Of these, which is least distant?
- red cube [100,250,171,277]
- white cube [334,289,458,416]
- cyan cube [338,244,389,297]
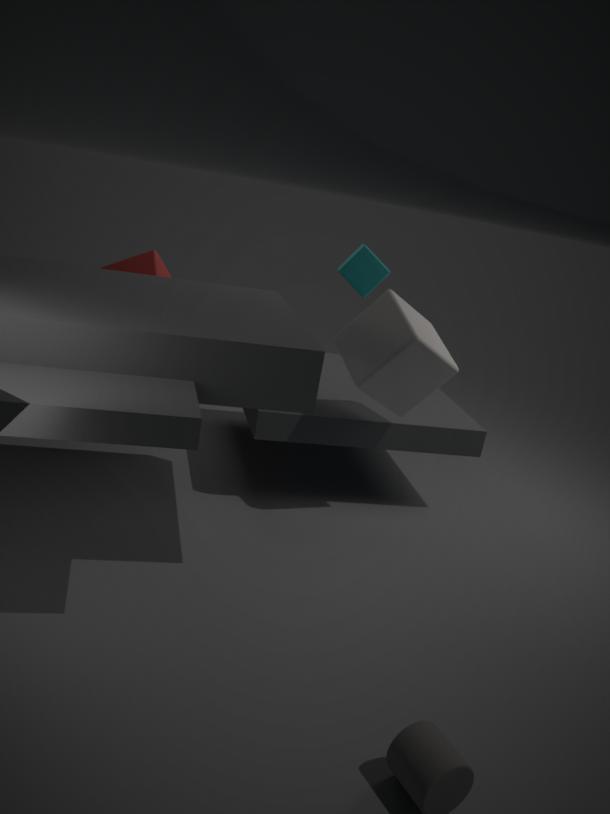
white cube [334,289,458,416]
